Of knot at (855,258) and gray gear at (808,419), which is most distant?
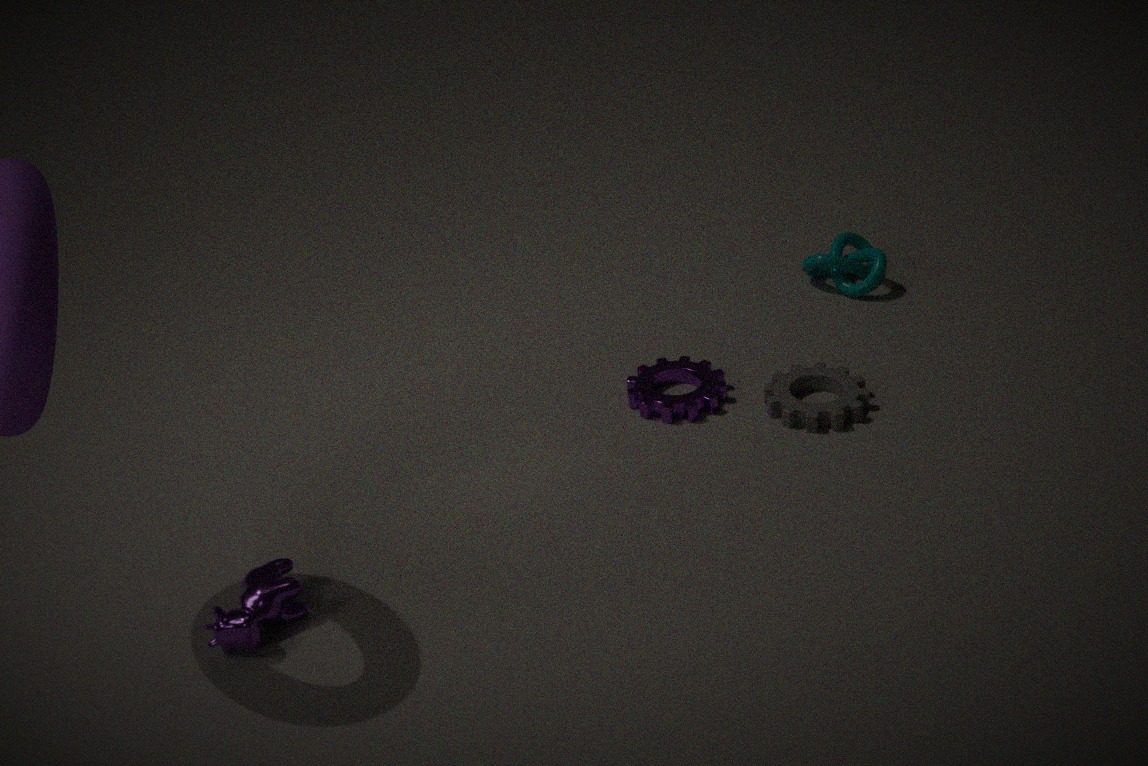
knot at (855,258)
